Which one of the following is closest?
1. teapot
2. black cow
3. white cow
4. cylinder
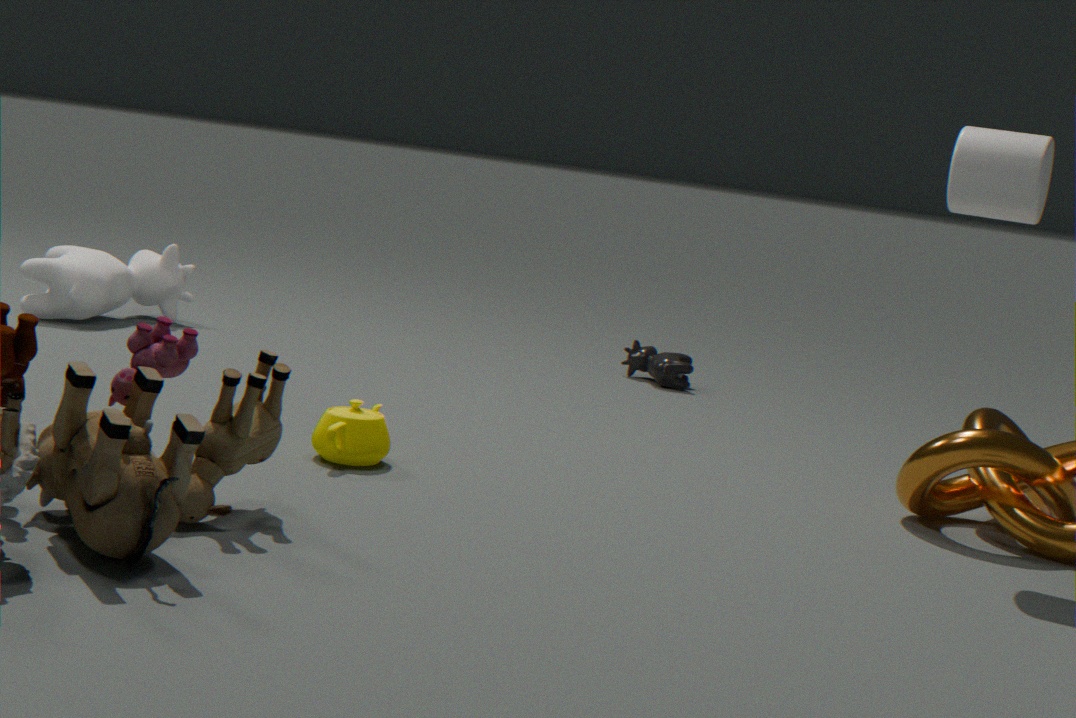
cylinder
